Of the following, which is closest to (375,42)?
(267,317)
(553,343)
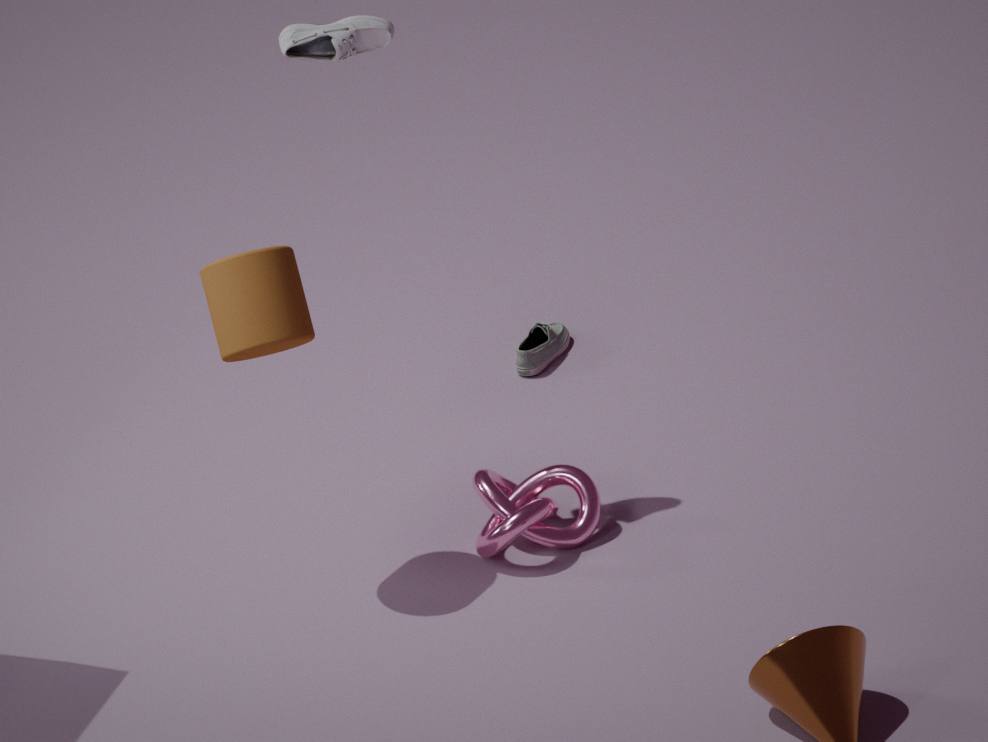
(267,317)
